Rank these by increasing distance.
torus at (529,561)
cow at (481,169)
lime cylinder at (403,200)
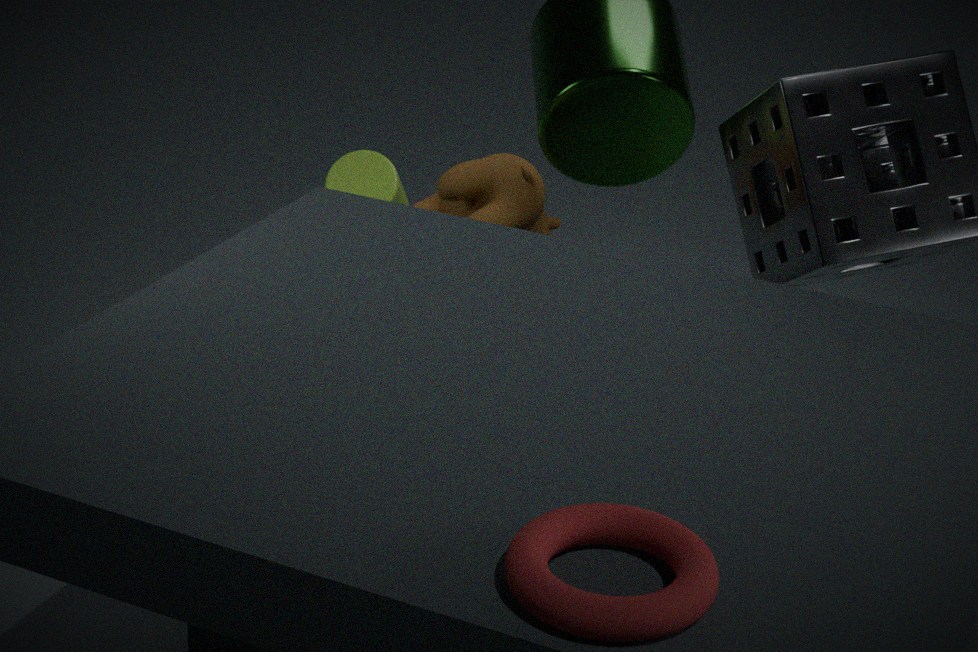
torus at (529,561)
cow at (481,169)
lime cylinder at (403,200)
